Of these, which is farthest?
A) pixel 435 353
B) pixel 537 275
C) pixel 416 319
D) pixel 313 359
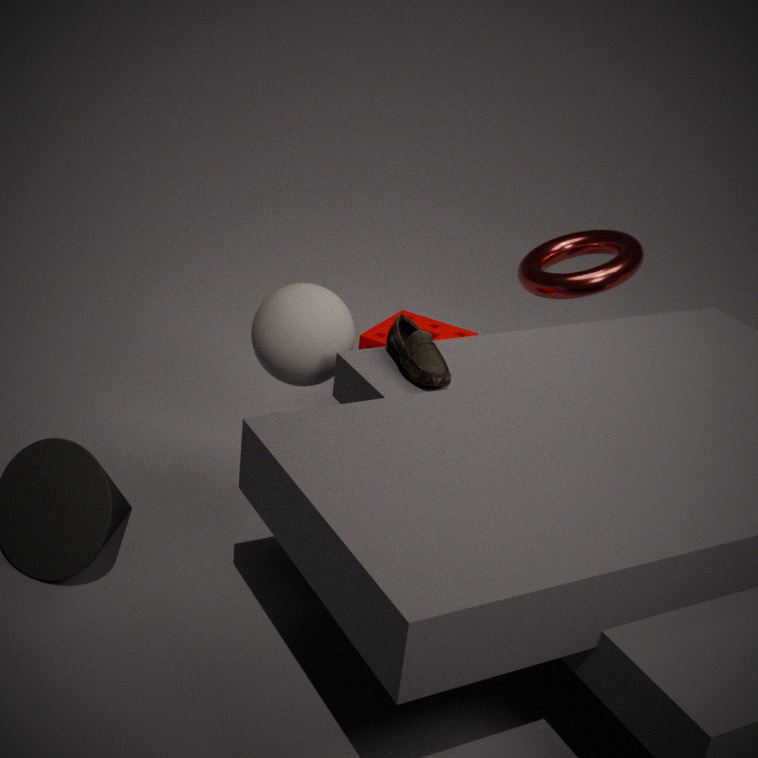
pixel 537 275
